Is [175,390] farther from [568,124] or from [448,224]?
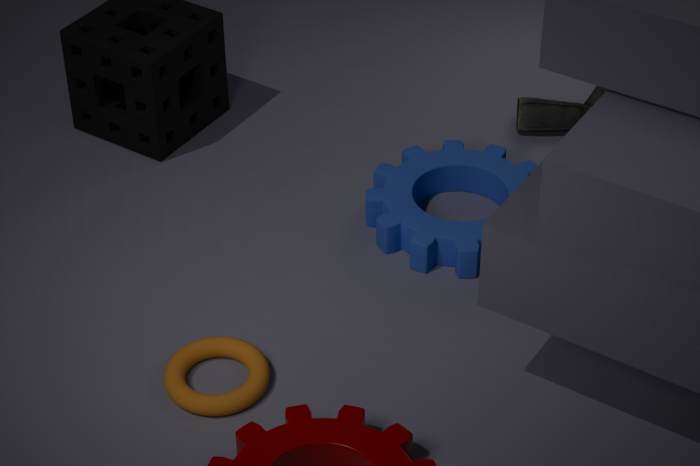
[568,124]
